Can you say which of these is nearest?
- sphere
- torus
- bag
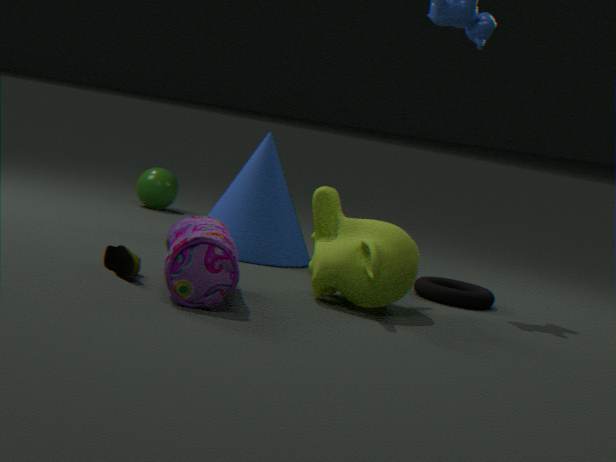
bag
